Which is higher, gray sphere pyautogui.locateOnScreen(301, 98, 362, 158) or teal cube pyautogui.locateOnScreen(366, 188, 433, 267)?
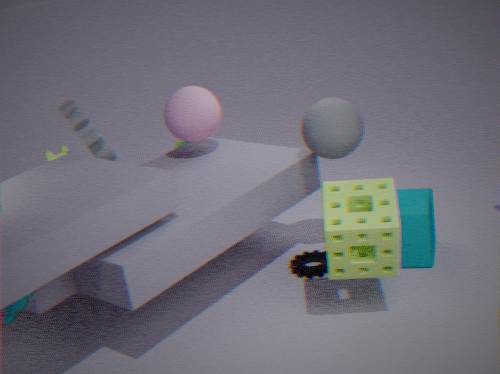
gray sphere pyautogui.locateOnScreen(301, 98, 362, 158)
